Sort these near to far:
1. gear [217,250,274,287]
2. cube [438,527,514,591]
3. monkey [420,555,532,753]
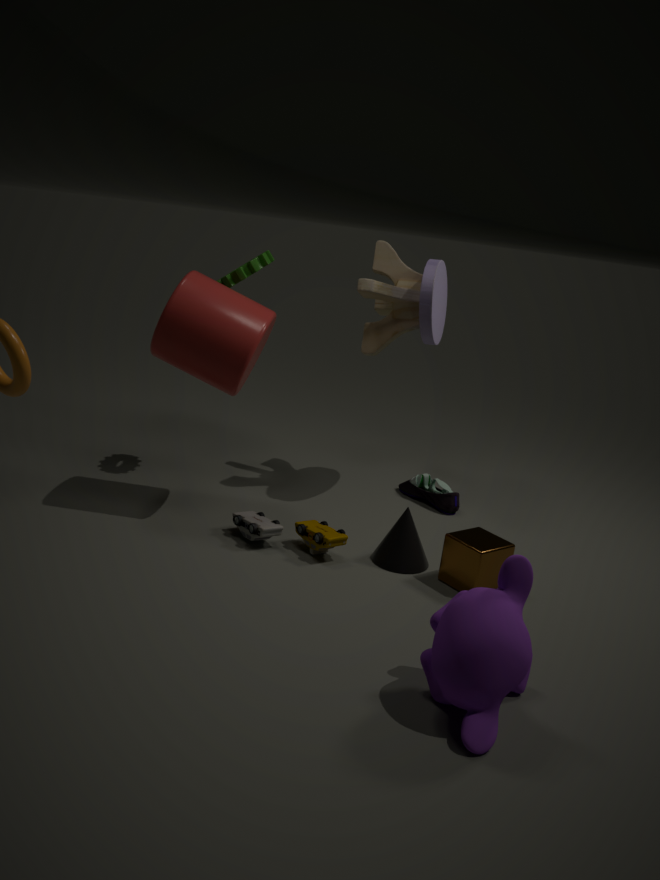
monkey [420,555,532,753], cube [438,527,514,591], gear [217,250,274,287]
